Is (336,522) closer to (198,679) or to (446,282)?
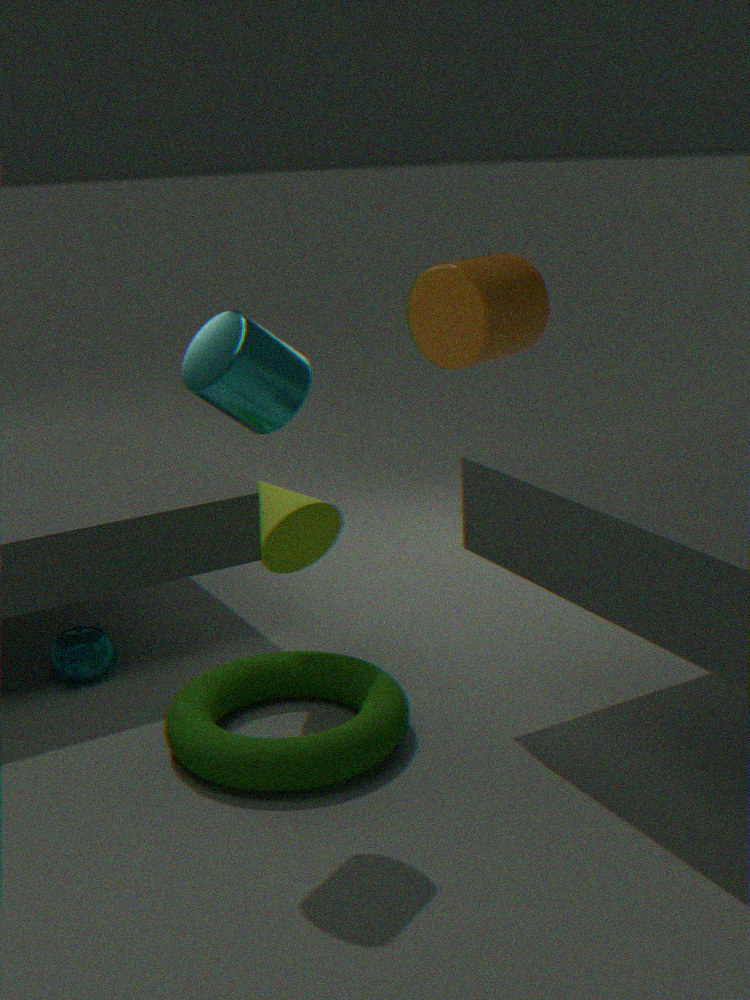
(198,679)
